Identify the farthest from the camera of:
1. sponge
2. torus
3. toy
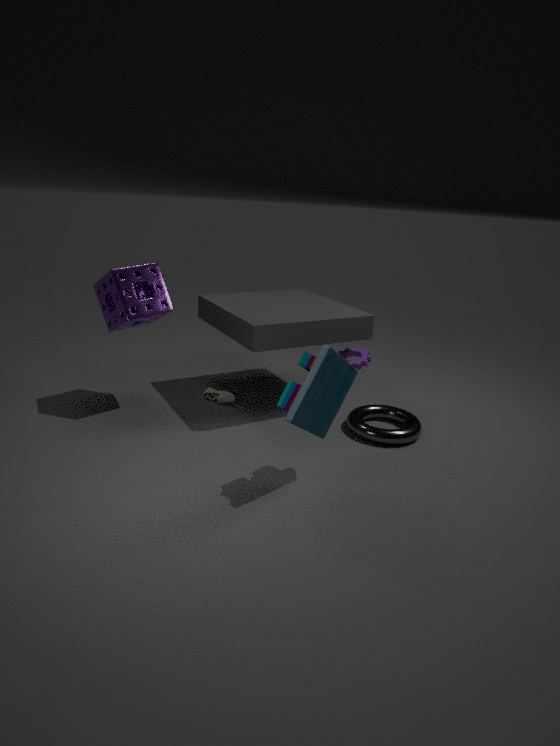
torus
